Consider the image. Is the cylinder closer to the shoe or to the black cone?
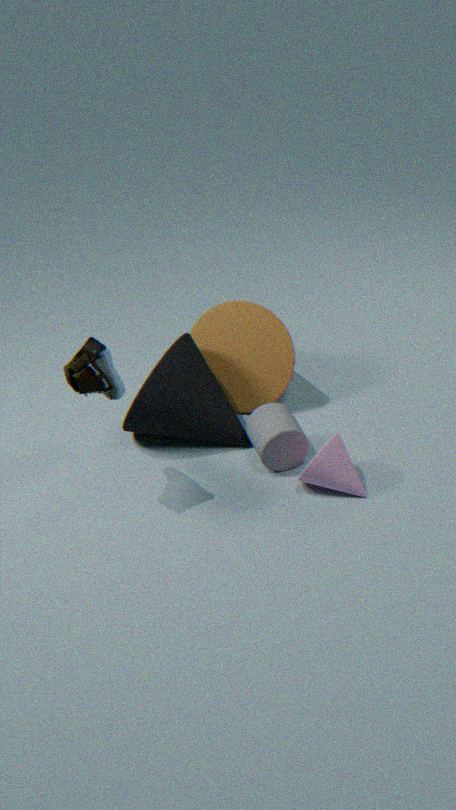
the black cone
